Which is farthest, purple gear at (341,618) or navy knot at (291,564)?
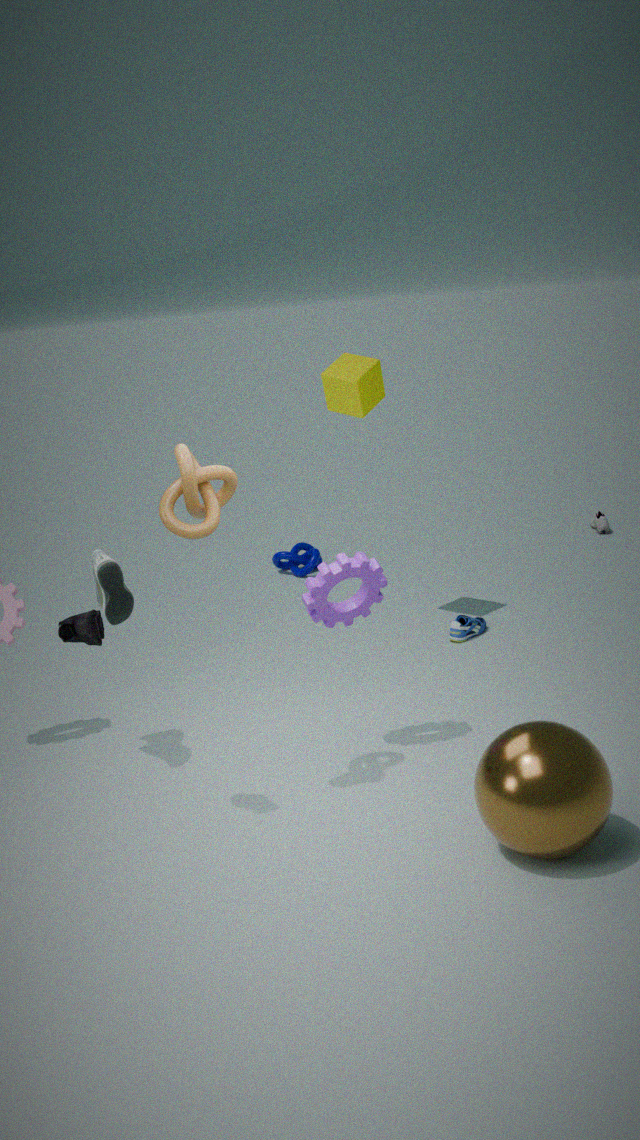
navy knot at (291,564)
